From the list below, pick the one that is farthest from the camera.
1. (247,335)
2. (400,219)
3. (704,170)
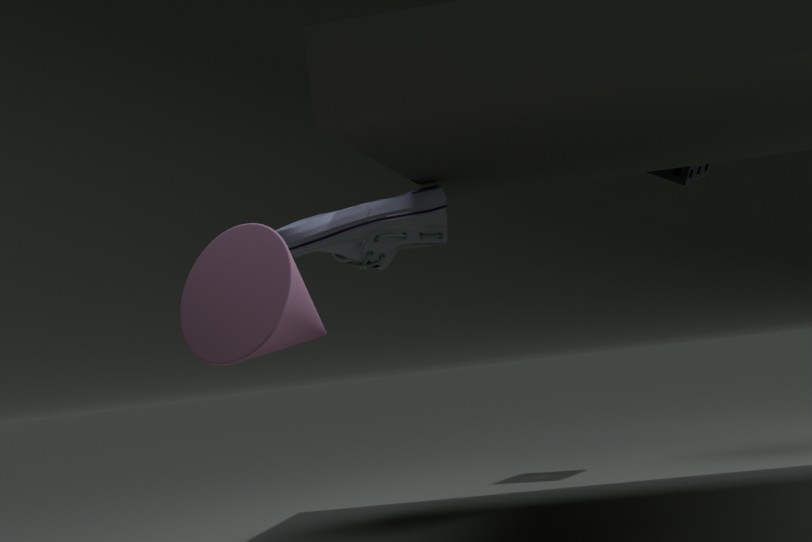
(704,170)
